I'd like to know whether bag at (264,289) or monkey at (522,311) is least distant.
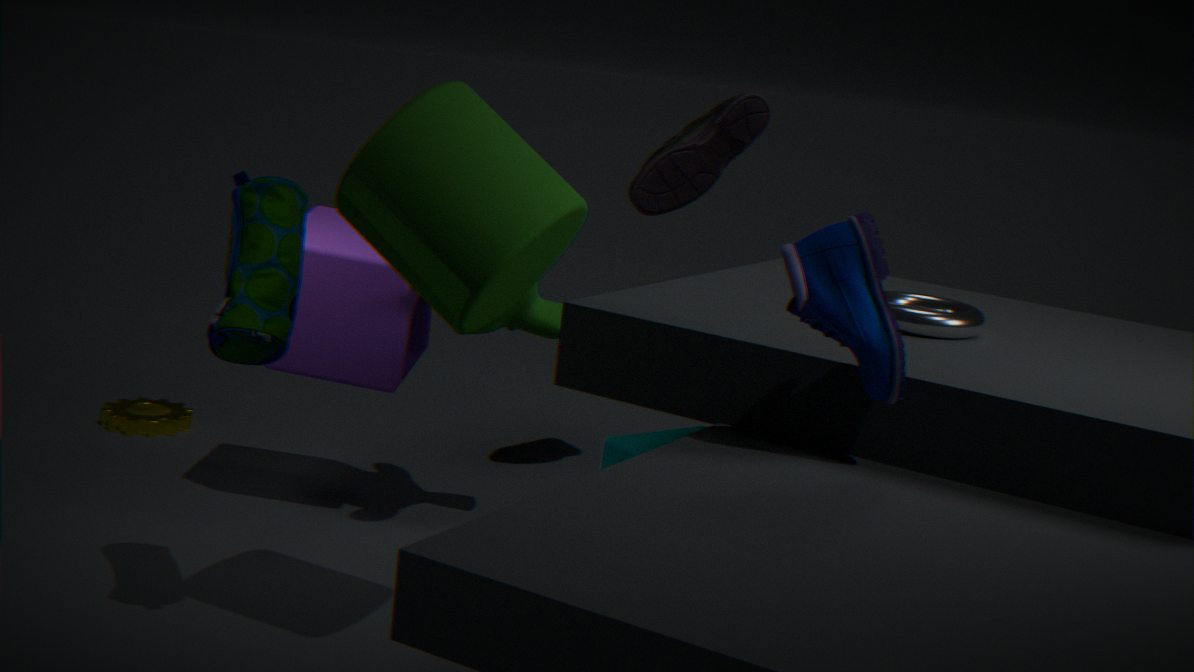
bag at (264,289)
